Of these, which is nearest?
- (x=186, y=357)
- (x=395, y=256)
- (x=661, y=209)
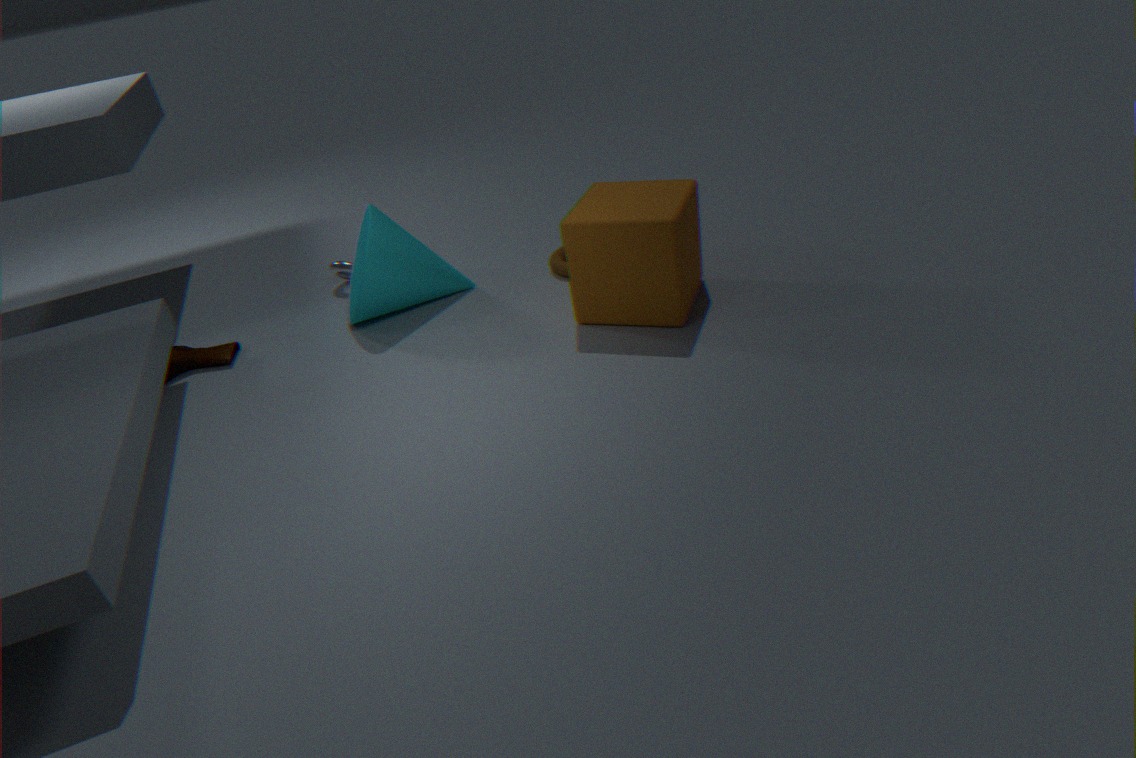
(x=661, y=209)
